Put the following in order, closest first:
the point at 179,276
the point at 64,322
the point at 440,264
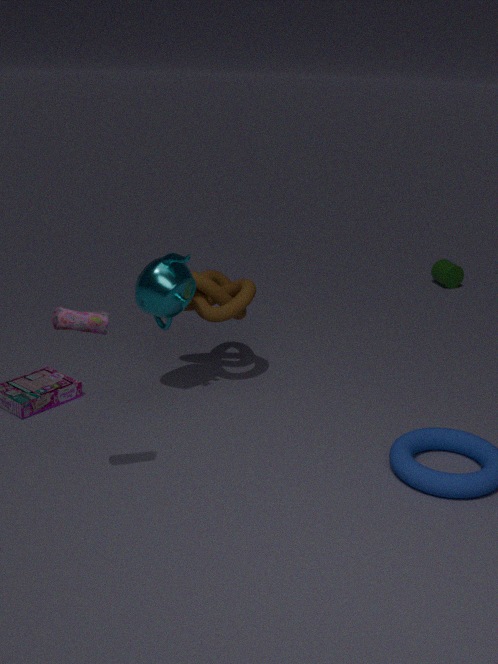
the point at 64,322 < the point at 179,276 < the point at 440,264
